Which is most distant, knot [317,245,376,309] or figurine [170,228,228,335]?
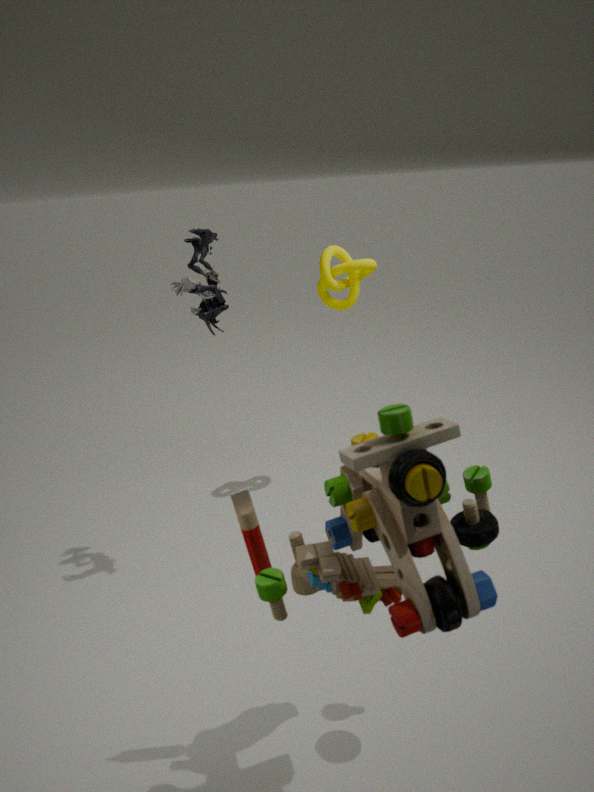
knot [317,245,376,309]
